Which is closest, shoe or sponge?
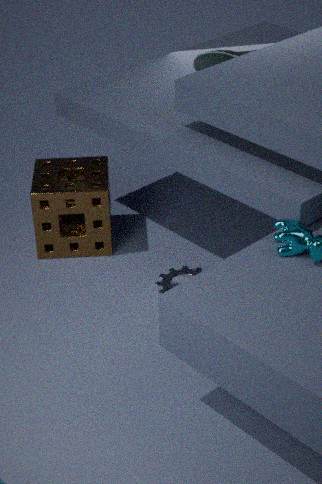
sponge
